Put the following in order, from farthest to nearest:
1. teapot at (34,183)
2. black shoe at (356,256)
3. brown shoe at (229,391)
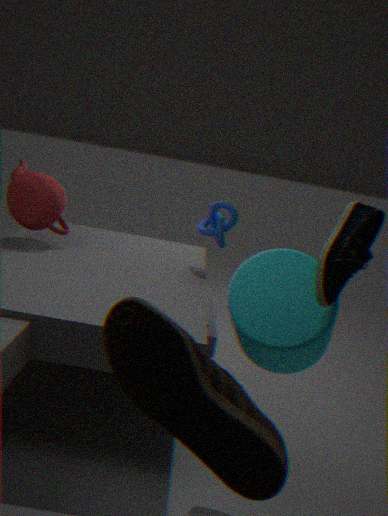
teapot at (34,183) → black shoe at (356,256) → brown shoe at (229,391)
